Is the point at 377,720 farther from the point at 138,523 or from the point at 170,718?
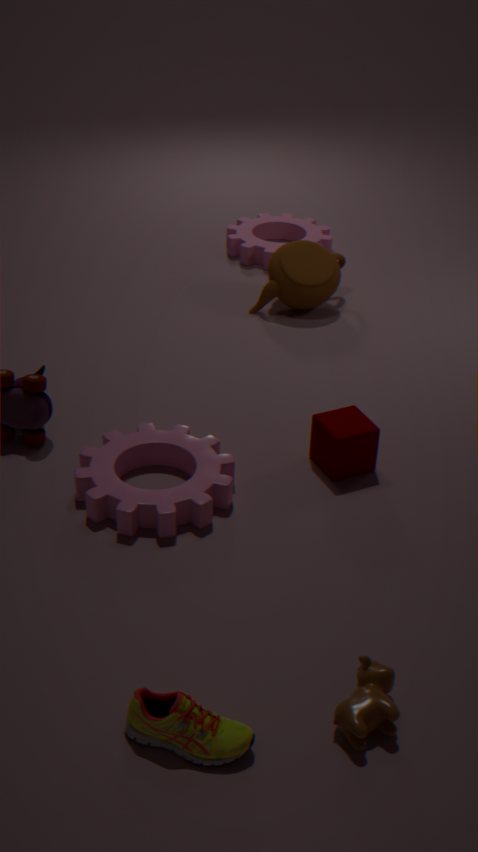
the point at 138,523
